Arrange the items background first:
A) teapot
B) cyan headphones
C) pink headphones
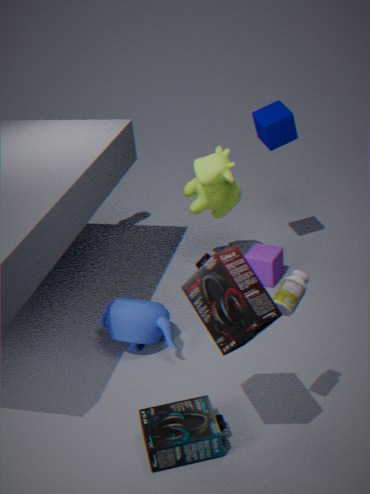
1. teapot
2. cyan headphones
3. pink headphones
